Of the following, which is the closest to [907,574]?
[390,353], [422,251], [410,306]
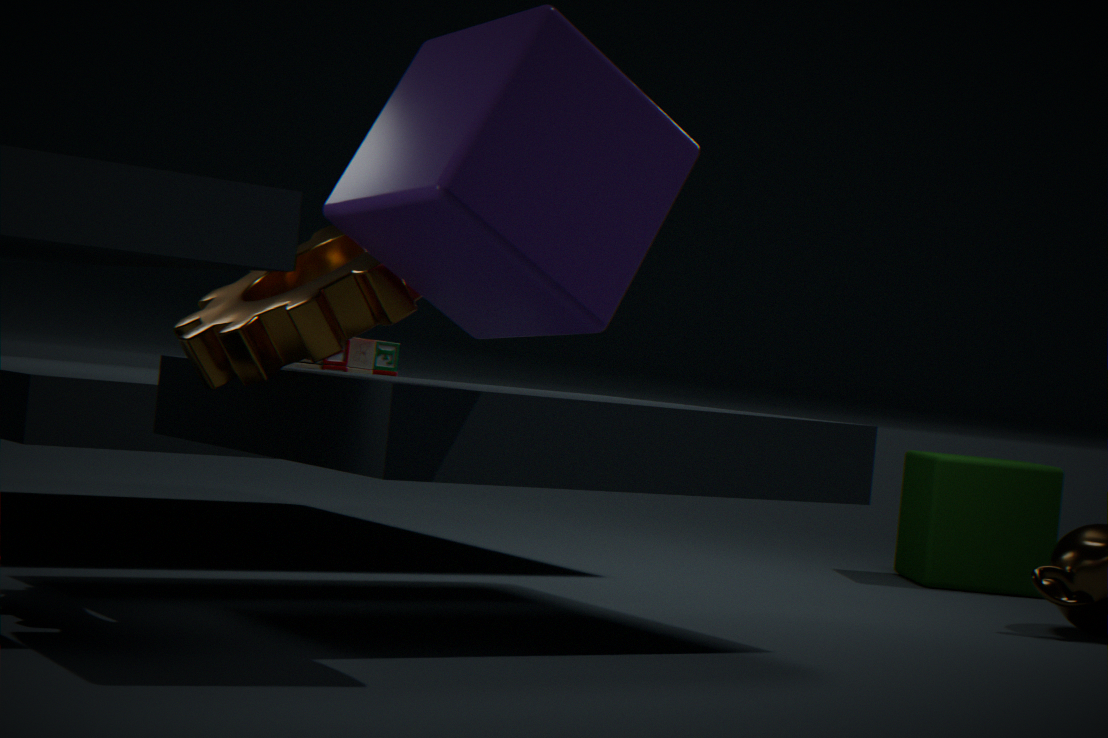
[390,353]
